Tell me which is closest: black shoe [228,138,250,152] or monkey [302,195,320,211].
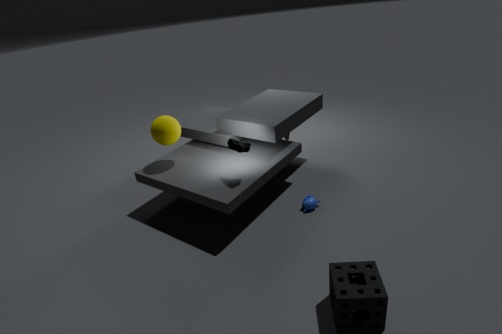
black shoe [228,138,250,152]
